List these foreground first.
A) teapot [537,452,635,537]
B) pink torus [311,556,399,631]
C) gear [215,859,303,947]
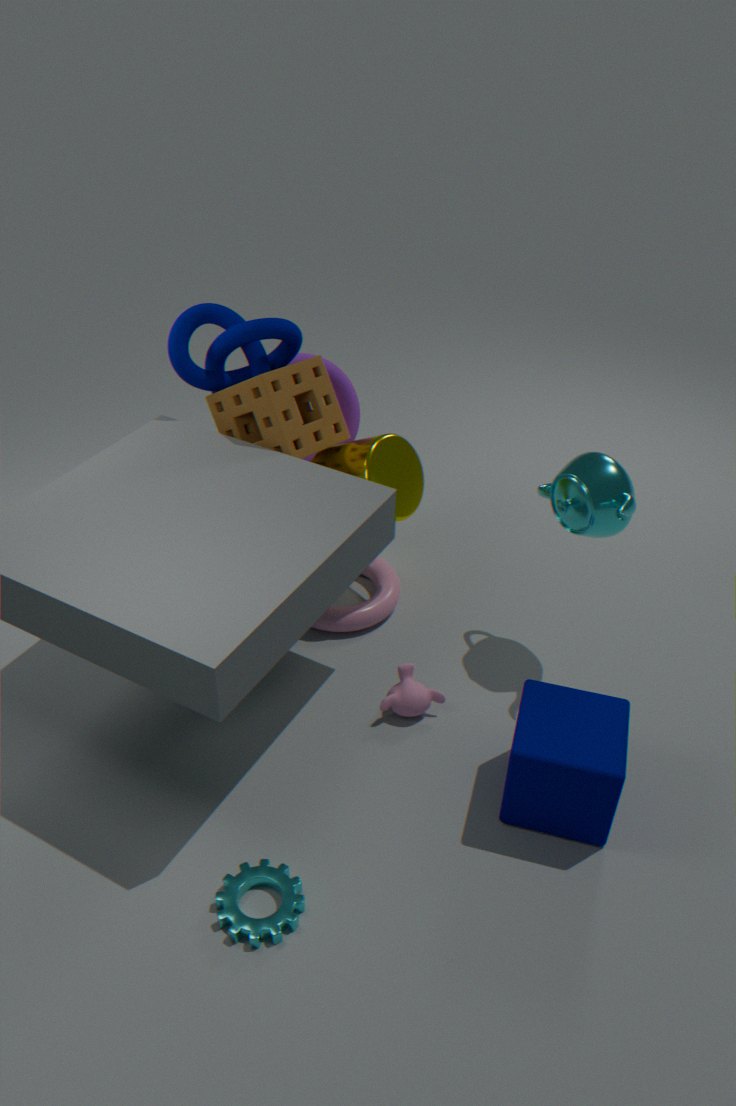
gear [215,859,303,947]
teapot [537,452,635,537]
pink torus [311,556,399,631]
